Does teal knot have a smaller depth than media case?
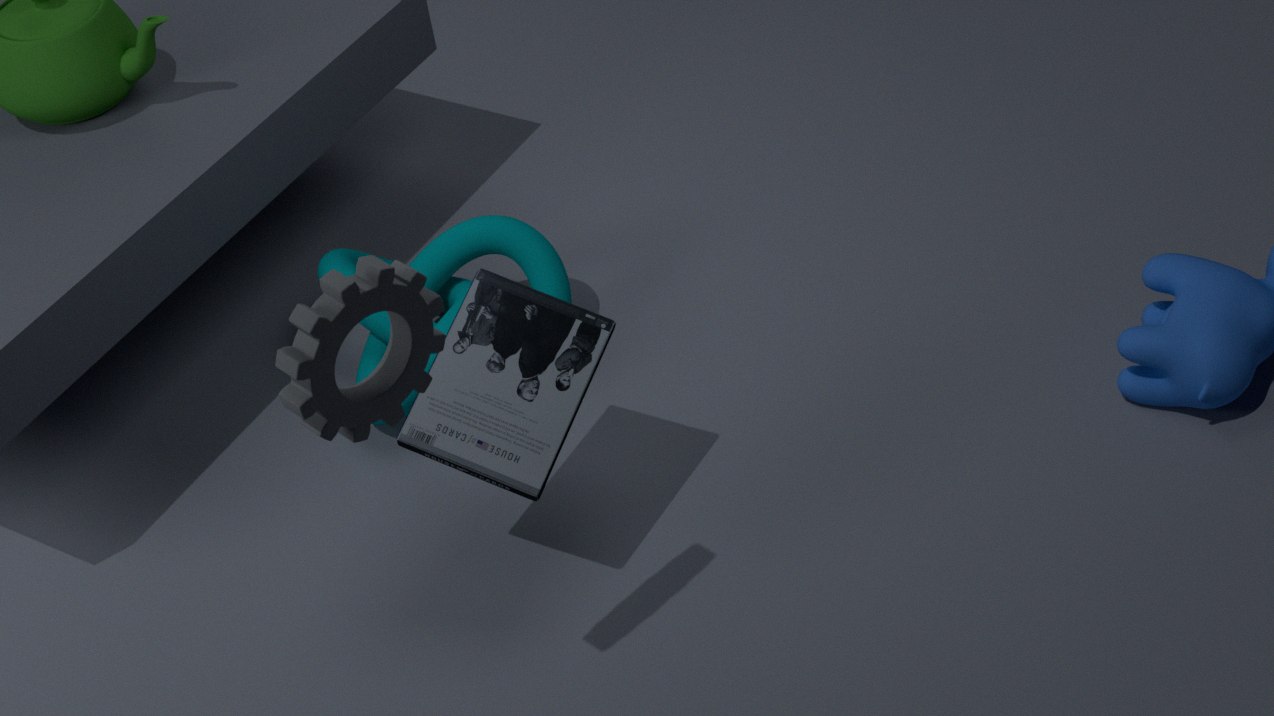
No
